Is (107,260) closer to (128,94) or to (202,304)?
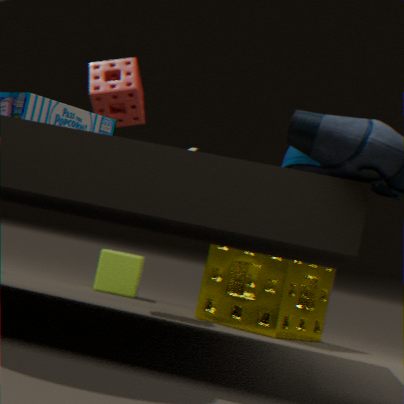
(202,304)
